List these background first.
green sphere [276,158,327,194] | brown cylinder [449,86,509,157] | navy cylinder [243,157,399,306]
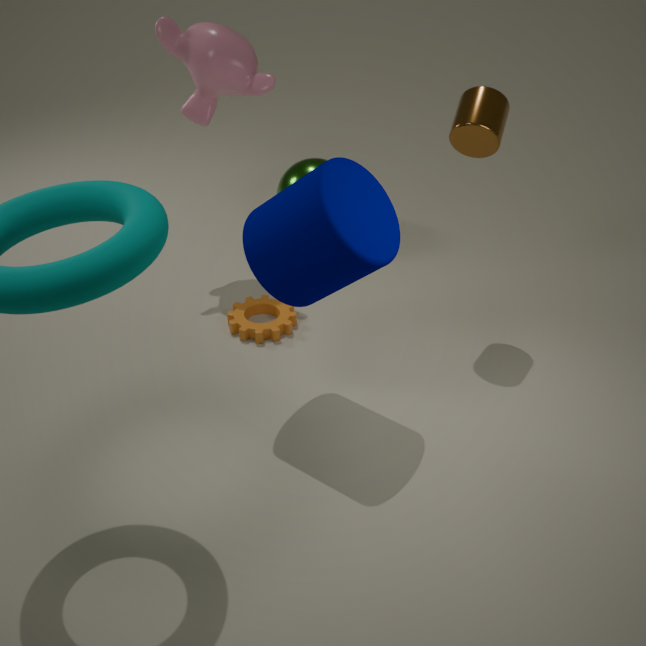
1. green sphere [276,158,327,194]
2. brown cylinder [449,86,509,157]
3. navy cylinder [243,157,399,306]
